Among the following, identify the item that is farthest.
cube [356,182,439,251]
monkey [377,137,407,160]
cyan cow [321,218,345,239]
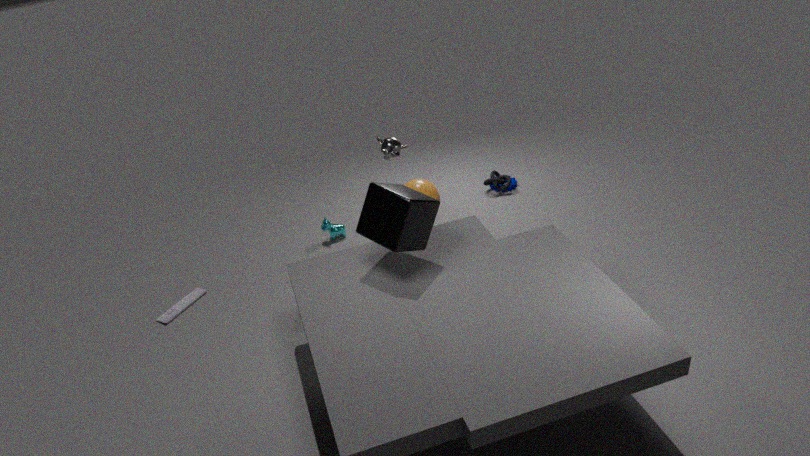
cyan cow [321,218,345,239]
